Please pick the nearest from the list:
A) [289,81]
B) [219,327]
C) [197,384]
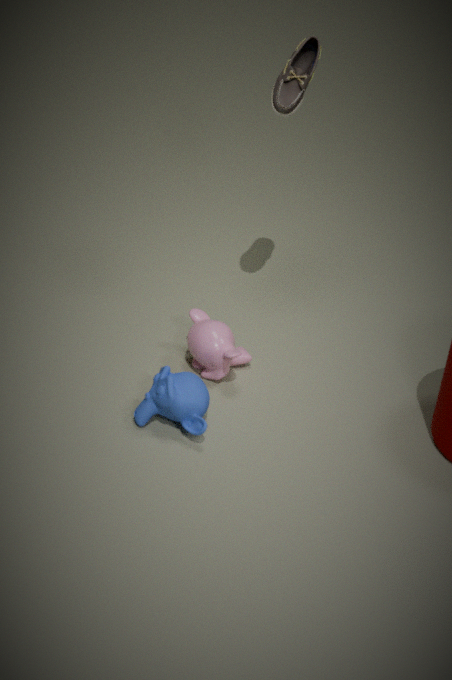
[197,384]
